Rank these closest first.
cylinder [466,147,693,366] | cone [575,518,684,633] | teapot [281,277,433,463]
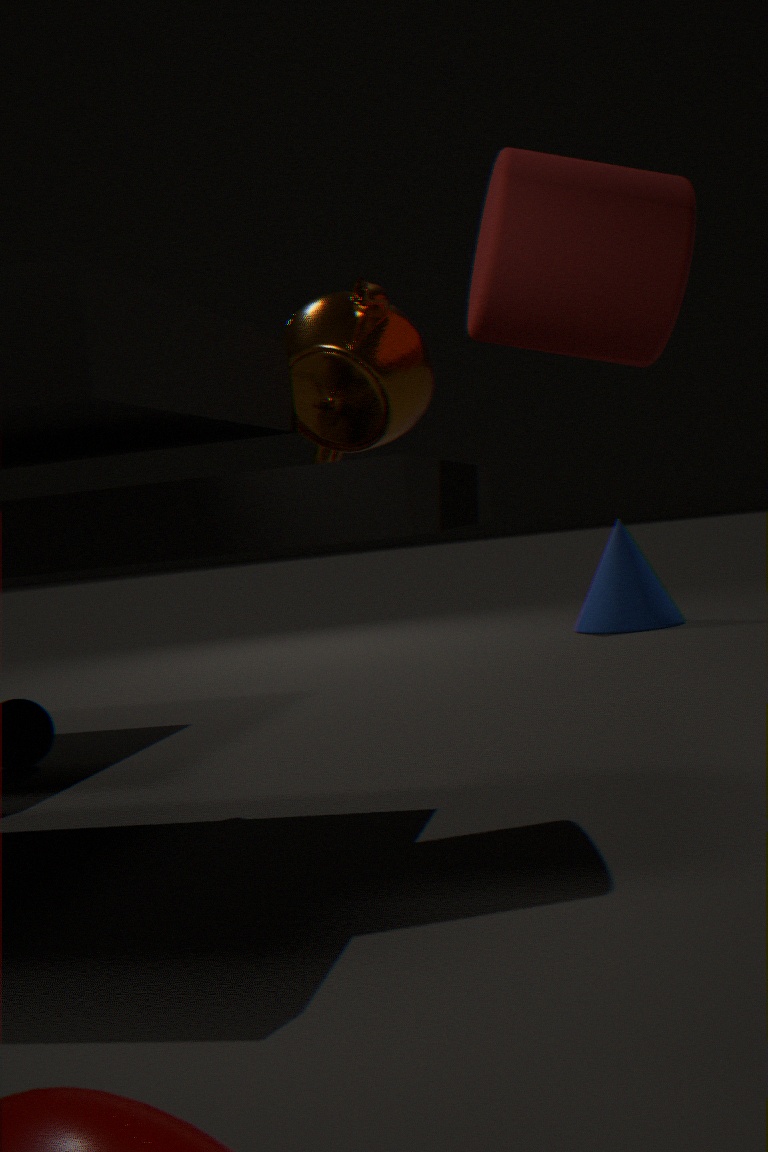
cylinder [466,147,693,366]
teapot [281,277,433,463]
cone [575,518,684,633]
